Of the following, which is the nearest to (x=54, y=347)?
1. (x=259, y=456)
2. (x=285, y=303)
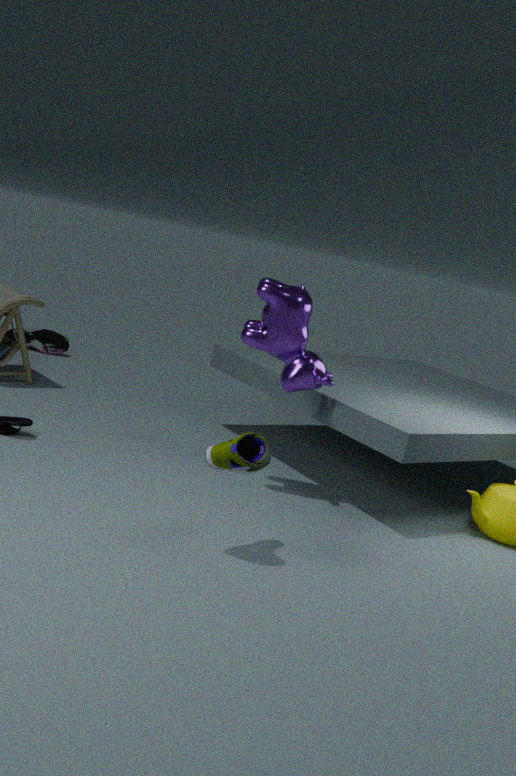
(x=285, y=303)
